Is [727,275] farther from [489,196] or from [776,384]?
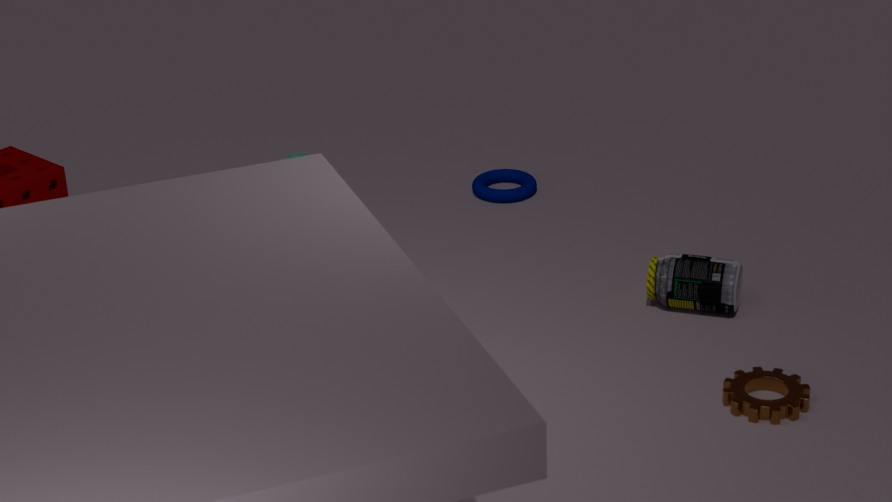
[489,196]
